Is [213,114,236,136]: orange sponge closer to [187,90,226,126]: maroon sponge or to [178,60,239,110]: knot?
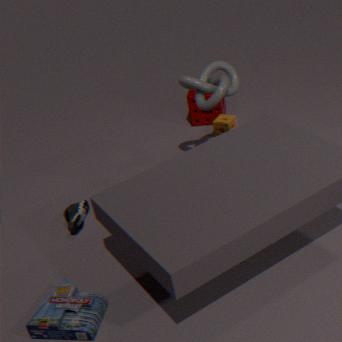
[187,90,226,126]: maroon sponge
